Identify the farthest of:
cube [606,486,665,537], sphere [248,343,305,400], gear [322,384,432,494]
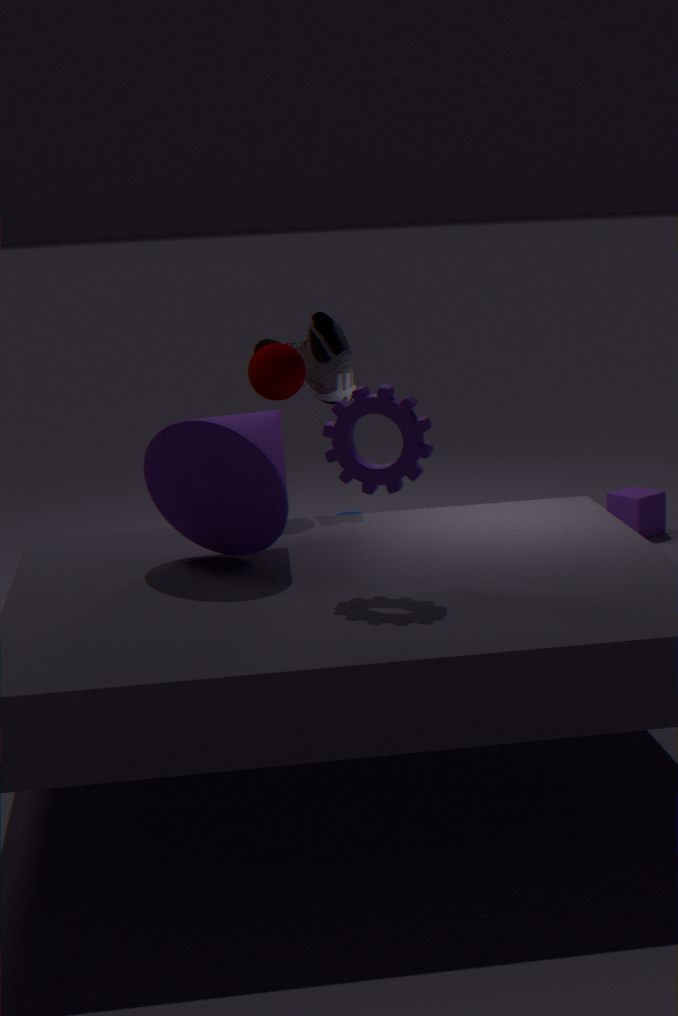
cube [606,486,665,537]
